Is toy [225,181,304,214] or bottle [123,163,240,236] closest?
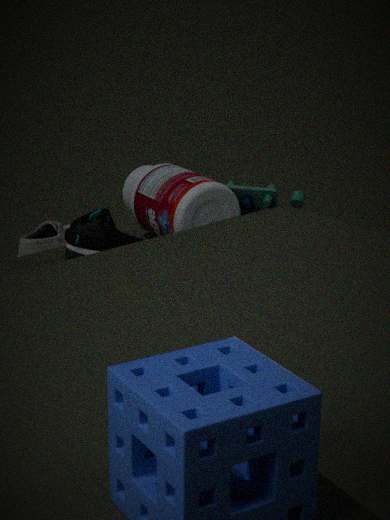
bottle [123,163,240,236]
